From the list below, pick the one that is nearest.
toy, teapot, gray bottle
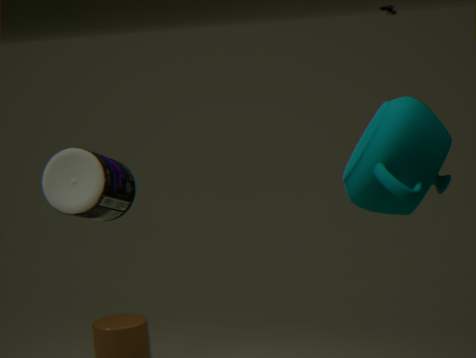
teapot
